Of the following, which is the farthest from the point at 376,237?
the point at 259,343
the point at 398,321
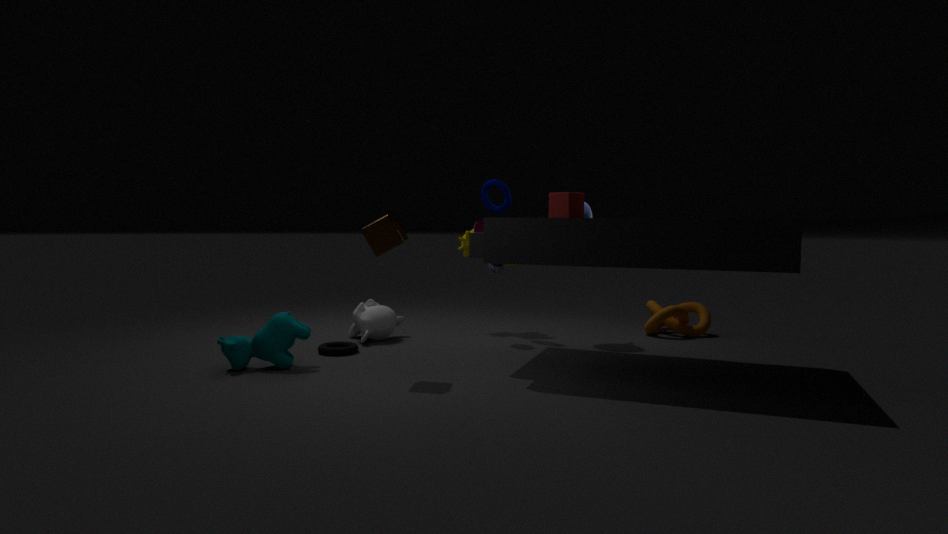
the point at 398,321
